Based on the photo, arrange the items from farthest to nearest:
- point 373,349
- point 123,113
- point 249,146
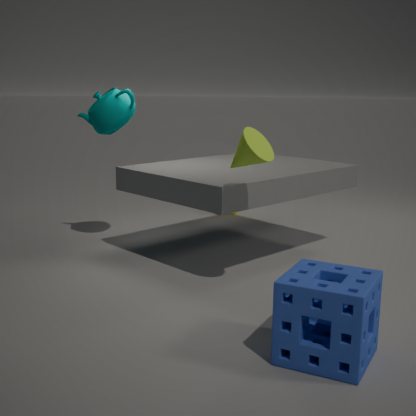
point 123,113 → point 249,146 → point 373,349
